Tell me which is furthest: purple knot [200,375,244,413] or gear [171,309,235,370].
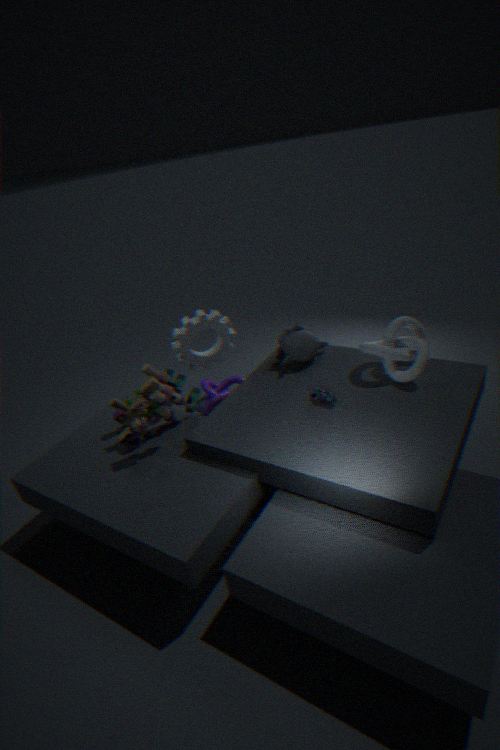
purple knot [200,375,244,413]
